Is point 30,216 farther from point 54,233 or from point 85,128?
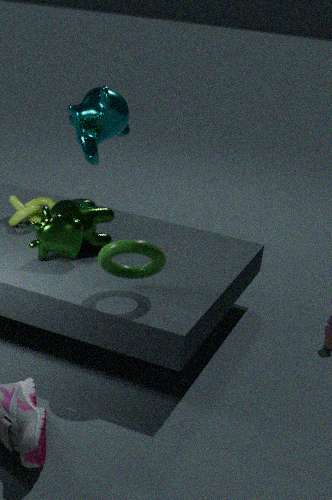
point 85,128
